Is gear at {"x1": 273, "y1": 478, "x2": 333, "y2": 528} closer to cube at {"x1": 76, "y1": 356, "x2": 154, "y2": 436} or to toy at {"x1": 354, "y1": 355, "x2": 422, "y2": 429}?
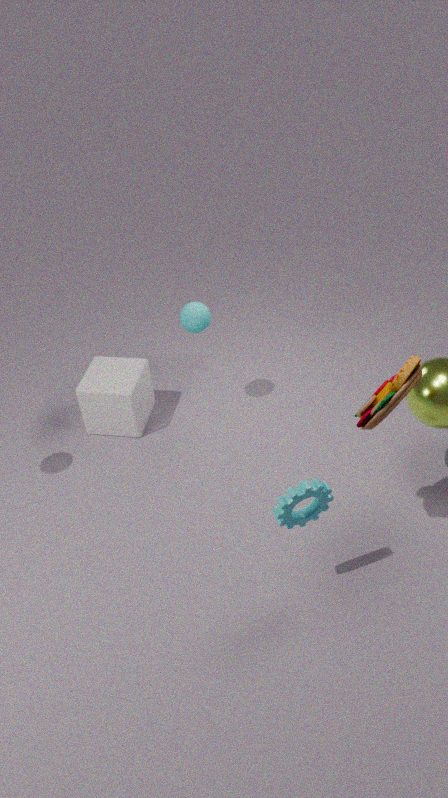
toy at {"x1": 354, "y1": 355, "x2": 422, "y2": 429}
